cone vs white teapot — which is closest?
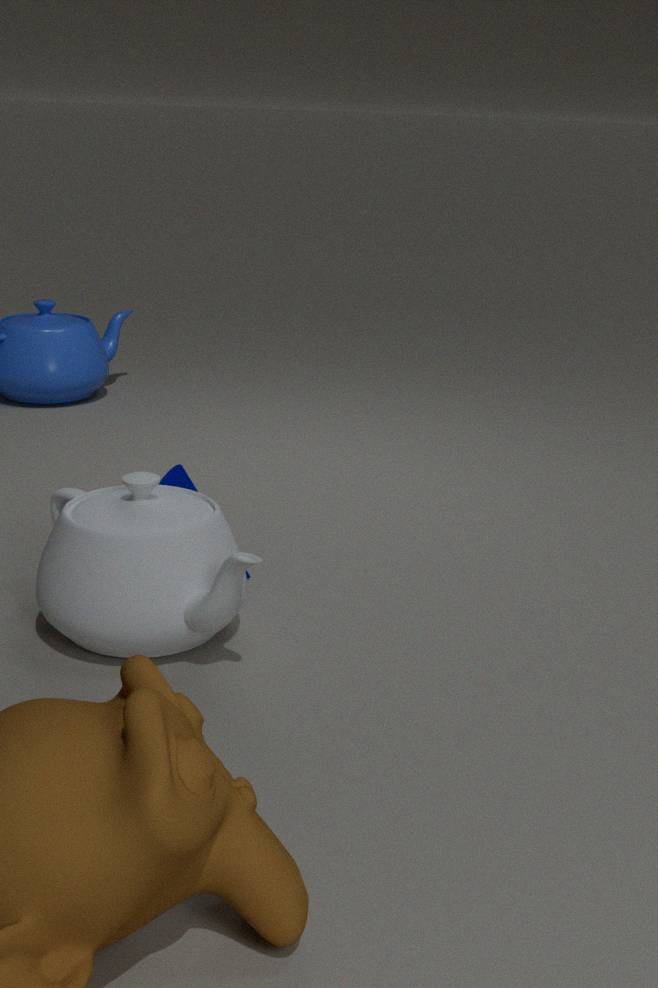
white teapot
